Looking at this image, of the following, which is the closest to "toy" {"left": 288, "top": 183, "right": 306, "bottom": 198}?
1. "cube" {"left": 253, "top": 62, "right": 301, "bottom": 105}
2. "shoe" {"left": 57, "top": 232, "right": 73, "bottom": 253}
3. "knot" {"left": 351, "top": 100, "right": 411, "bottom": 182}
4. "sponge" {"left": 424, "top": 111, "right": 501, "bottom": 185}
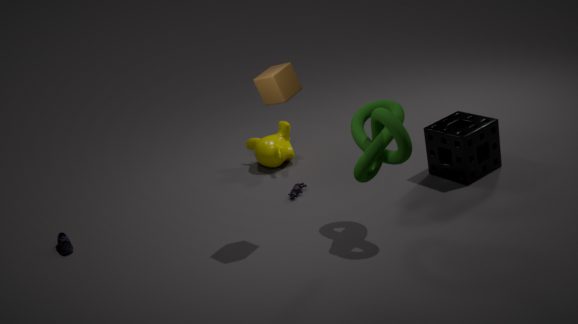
"knot" {"left": 351, "top": 100, "right": 411, "bottom": 182}
